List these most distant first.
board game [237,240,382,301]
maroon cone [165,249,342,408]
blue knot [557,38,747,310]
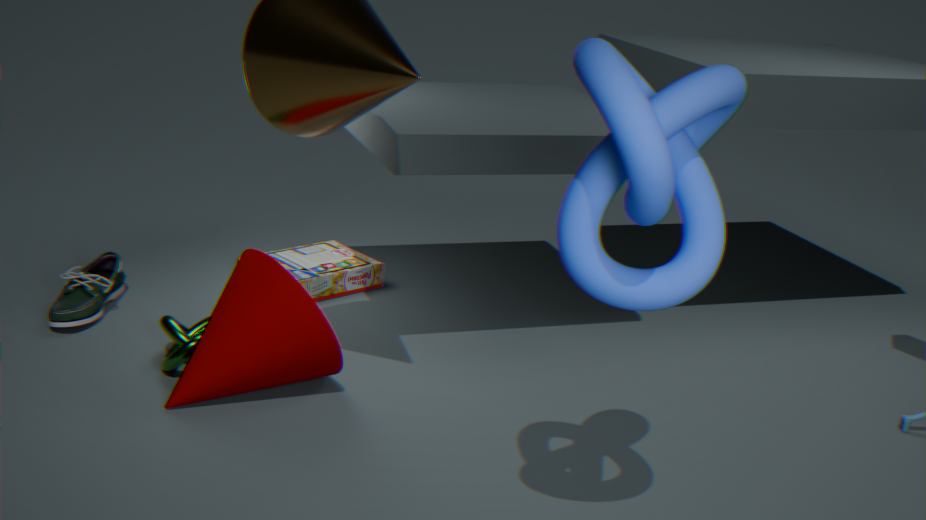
board game [237,240,382,301], maroon cone [165,249,342,408], blue knot [557,38,747,310]
